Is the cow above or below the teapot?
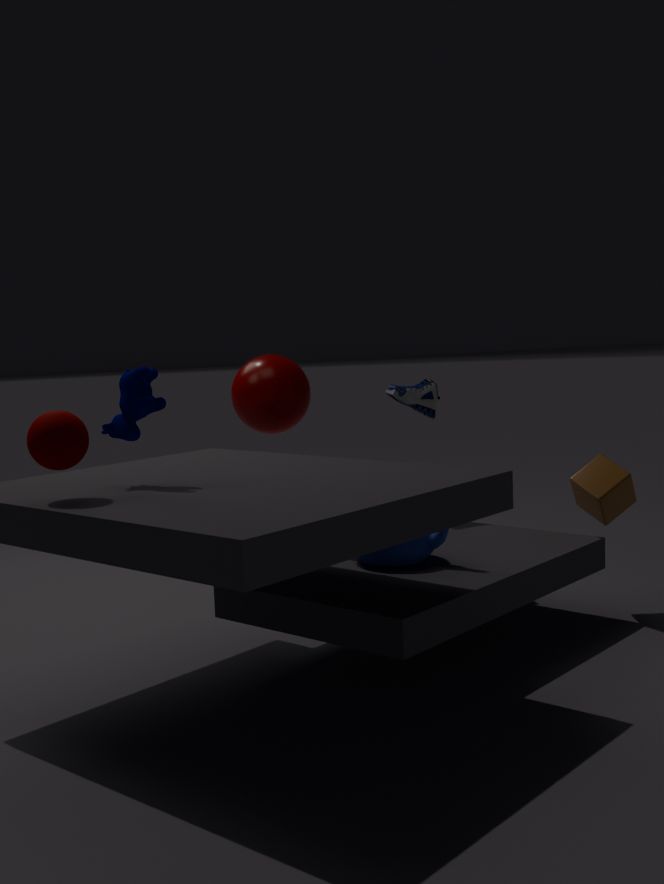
above
